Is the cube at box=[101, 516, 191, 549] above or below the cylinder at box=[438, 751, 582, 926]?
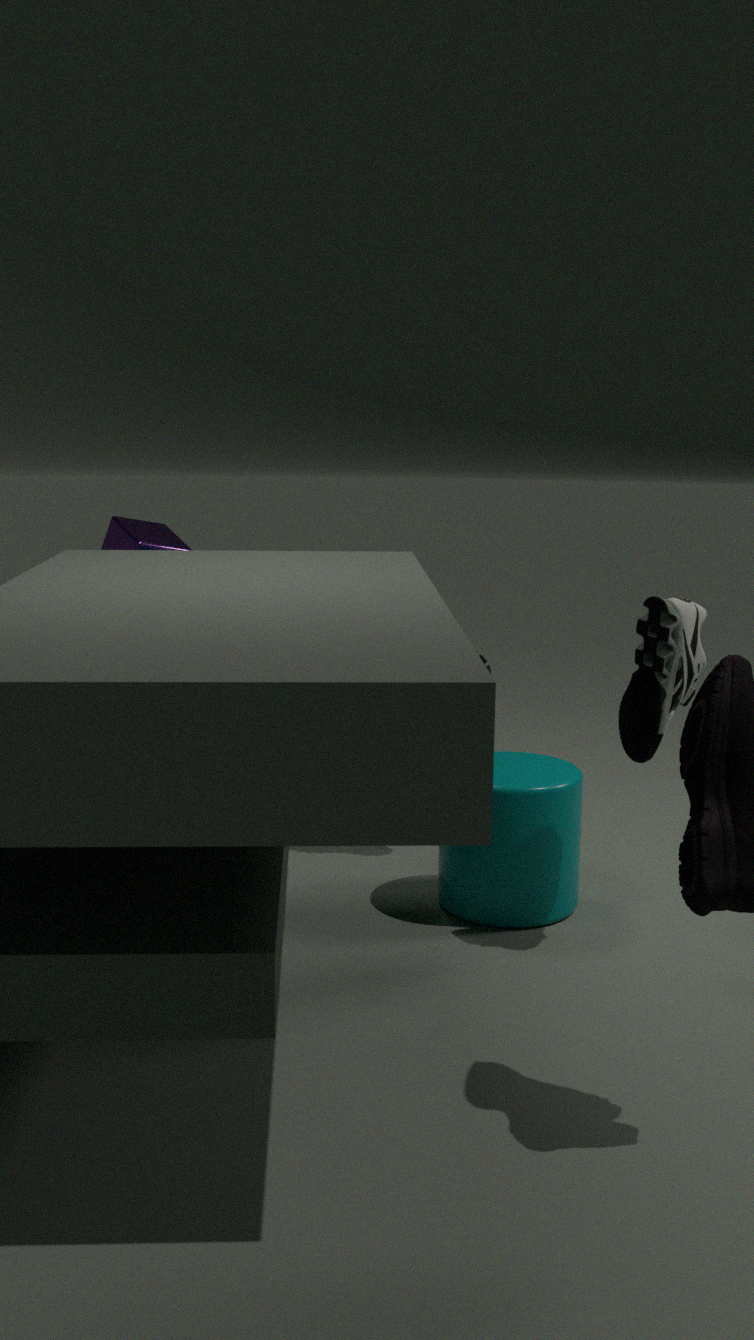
above
